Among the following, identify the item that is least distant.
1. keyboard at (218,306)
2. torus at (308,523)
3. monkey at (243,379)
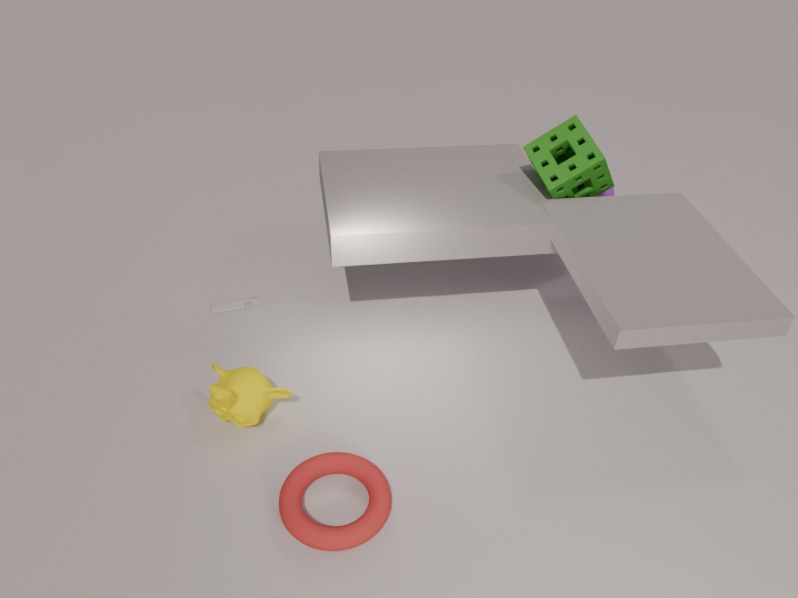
torus at (308,523)
